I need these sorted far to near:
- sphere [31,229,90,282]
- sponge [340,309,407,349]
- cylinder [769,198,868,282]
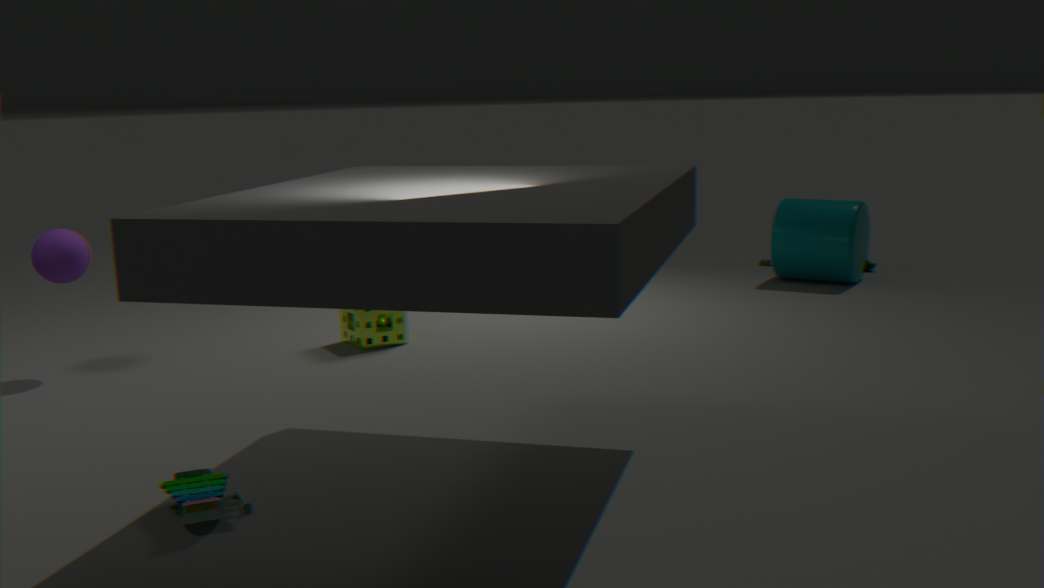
cylinder [769,198,868,282] → sponge [340,309,407,349] → sphere [31,229,90,282]
